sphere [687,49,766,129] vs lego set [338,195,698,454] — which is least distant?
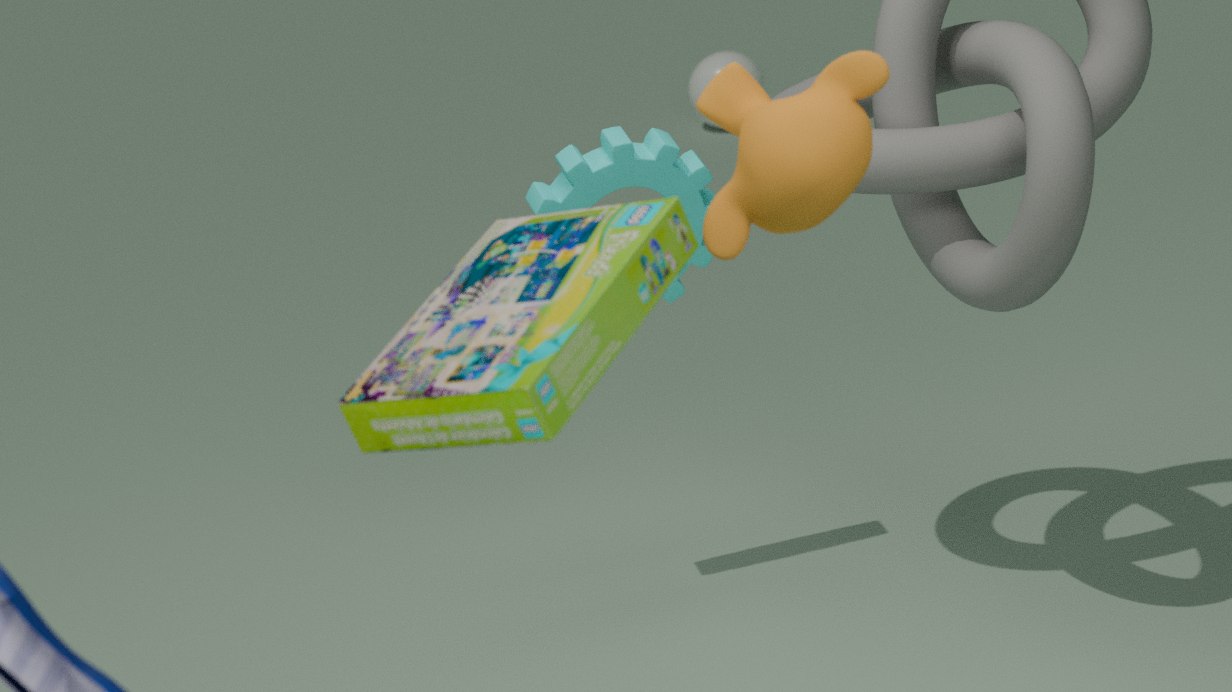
lego set [338,195,698,454]
